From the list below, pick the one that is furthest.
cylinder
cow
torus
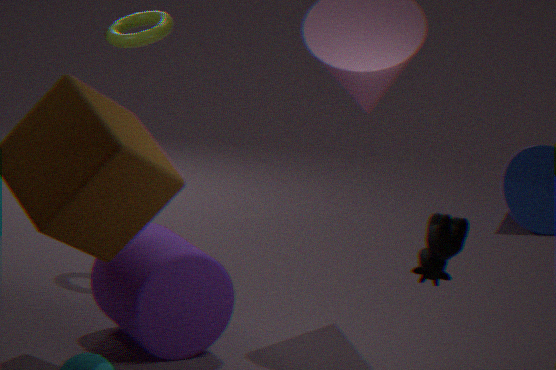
torus
